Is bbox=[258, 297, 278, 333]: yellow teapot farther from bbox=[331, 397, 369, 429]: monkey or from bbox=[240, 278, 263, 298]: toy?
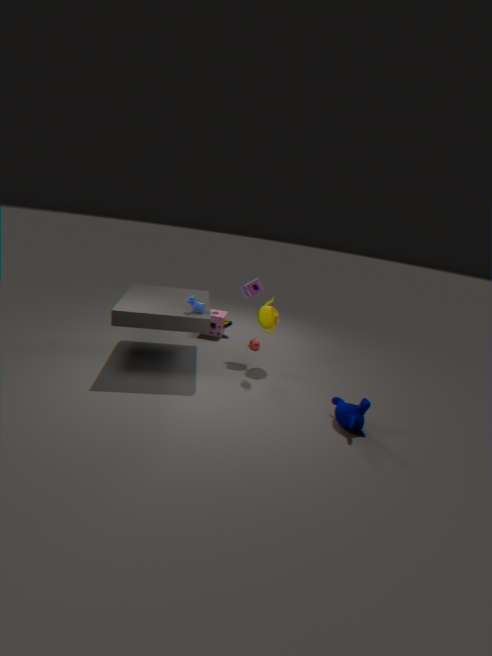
bbox=[331, 397, 369, 429]: monkey
